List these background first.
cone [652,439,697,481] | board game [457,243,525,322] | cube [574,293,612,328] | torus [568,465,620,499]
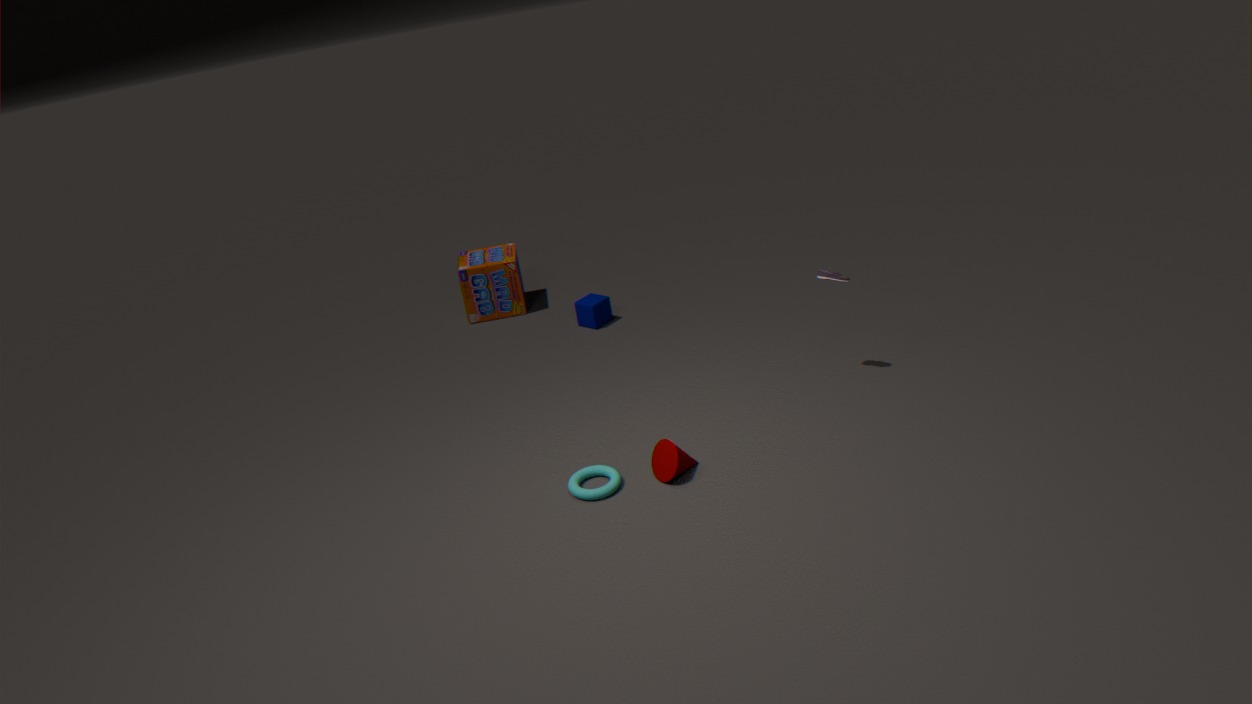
board game [457,243,525,322], cube [574,293,612,328], cone [652,439,697,481], torus [568,465,620,499]
